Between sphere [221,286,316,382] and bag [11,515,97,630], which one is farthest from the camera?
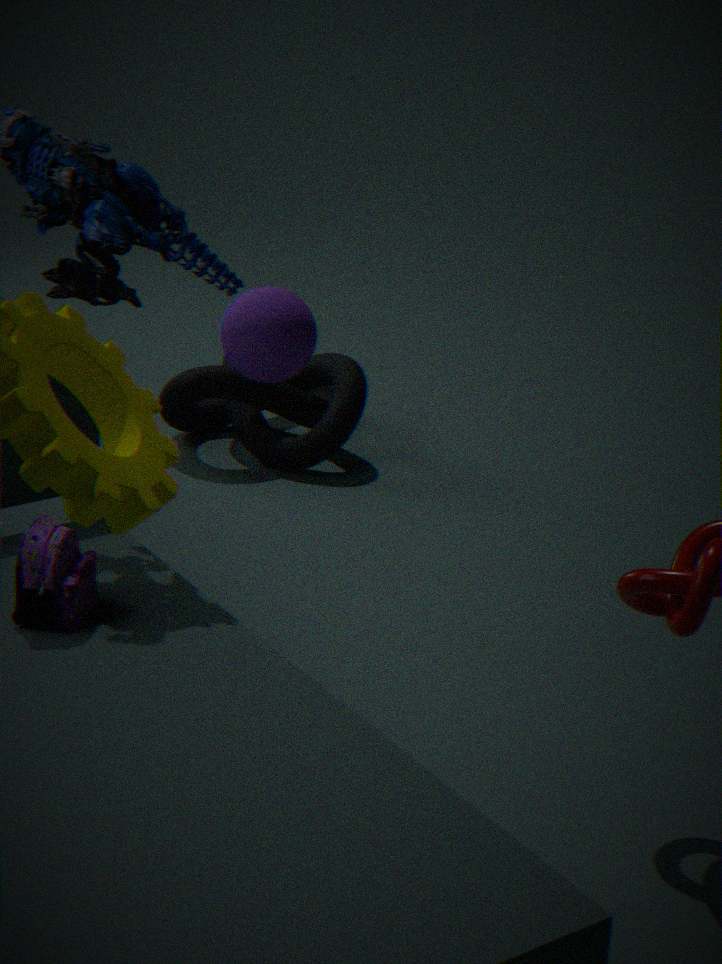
sphere [221,286,316,382]
